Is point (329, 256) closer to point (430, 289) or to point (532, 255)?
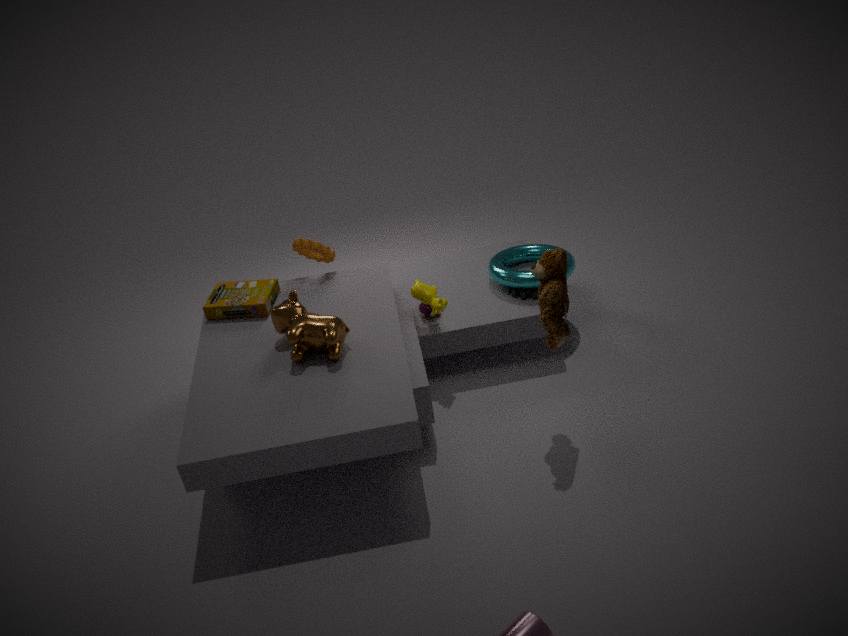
point (430, 289)
